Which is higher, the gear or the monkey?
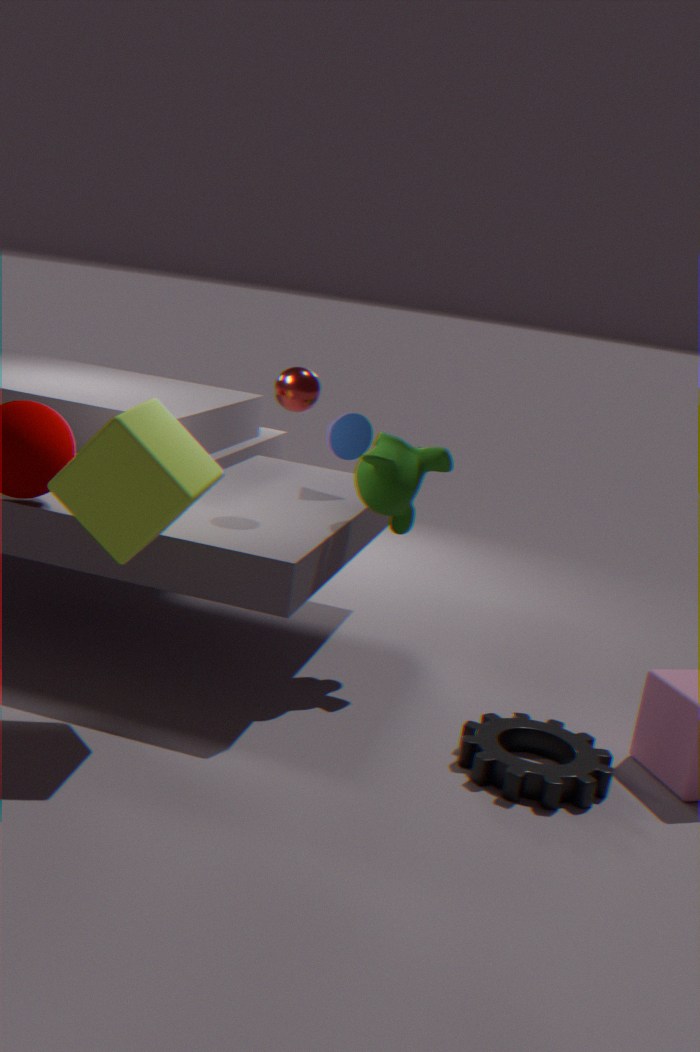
the monkey
